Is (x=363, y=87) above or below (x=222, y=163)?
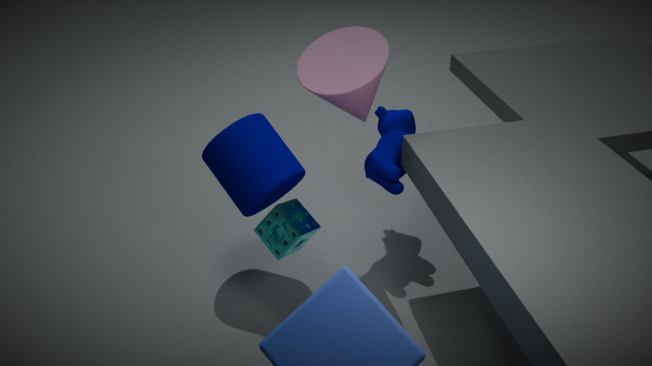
above
